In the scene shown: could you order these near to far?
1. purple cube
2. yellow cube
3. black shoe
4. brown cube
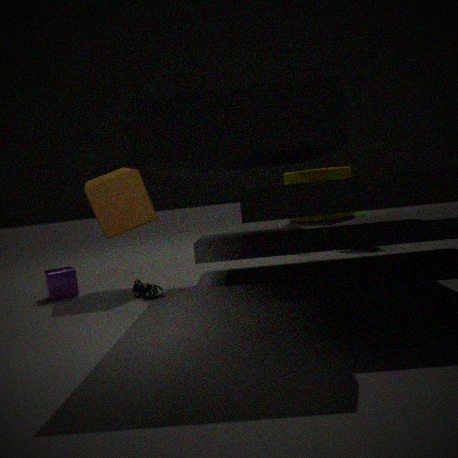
black shoe
brown cube
purple cube
yellow cube
